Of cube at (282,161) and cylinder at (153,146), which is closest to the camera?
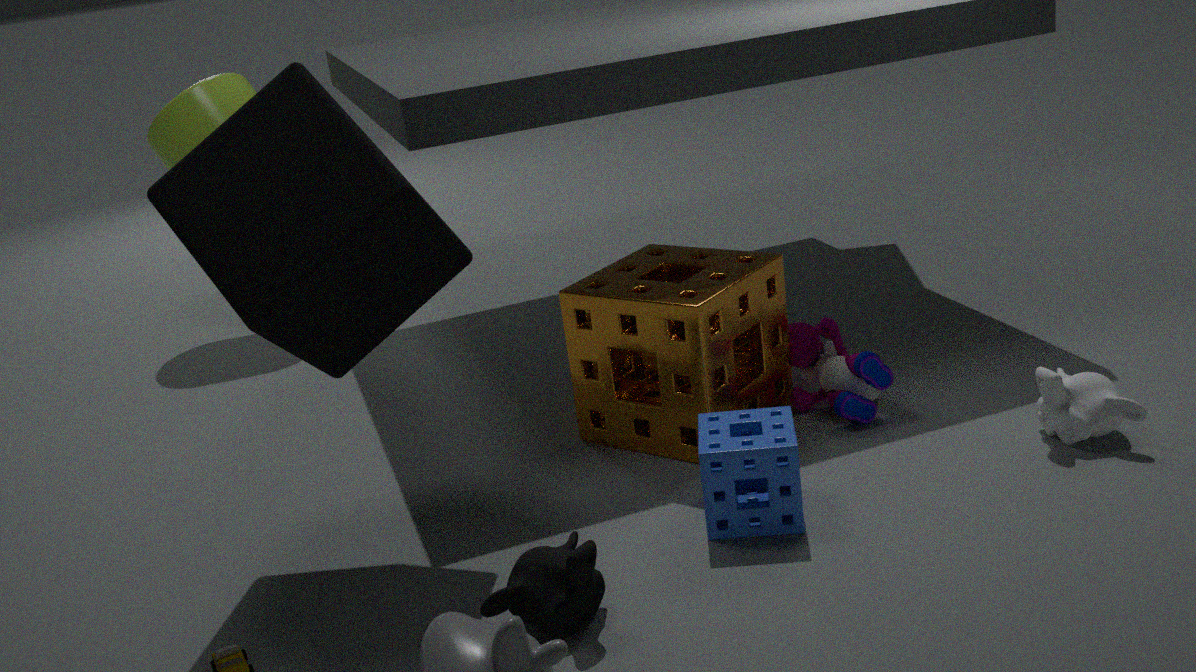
cube at (282,161)
